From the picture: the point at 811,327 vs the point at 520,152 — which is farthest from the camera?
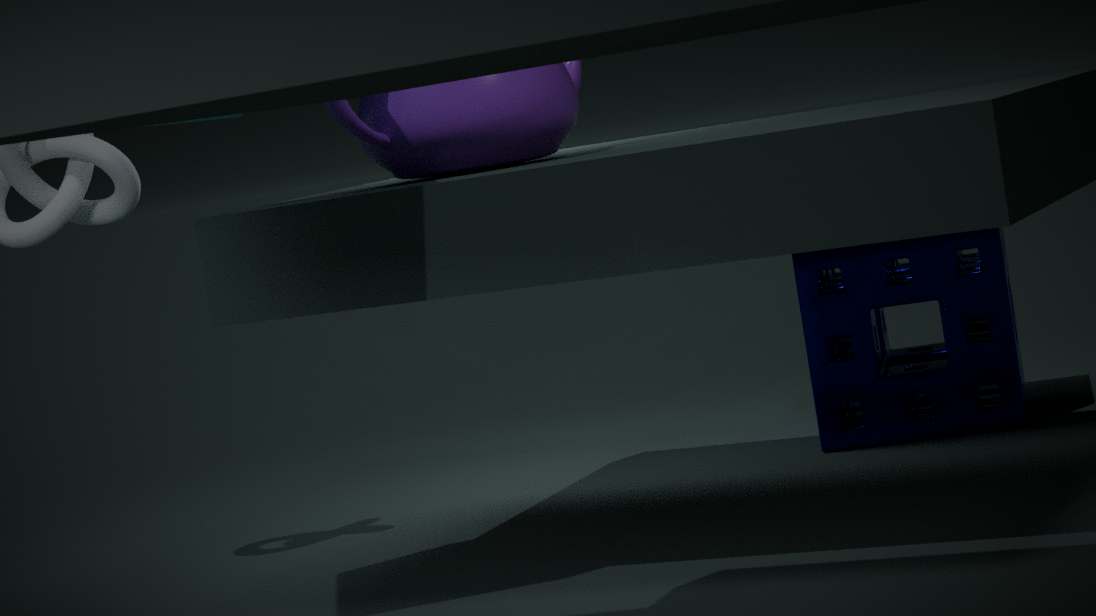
the point at 811,327
